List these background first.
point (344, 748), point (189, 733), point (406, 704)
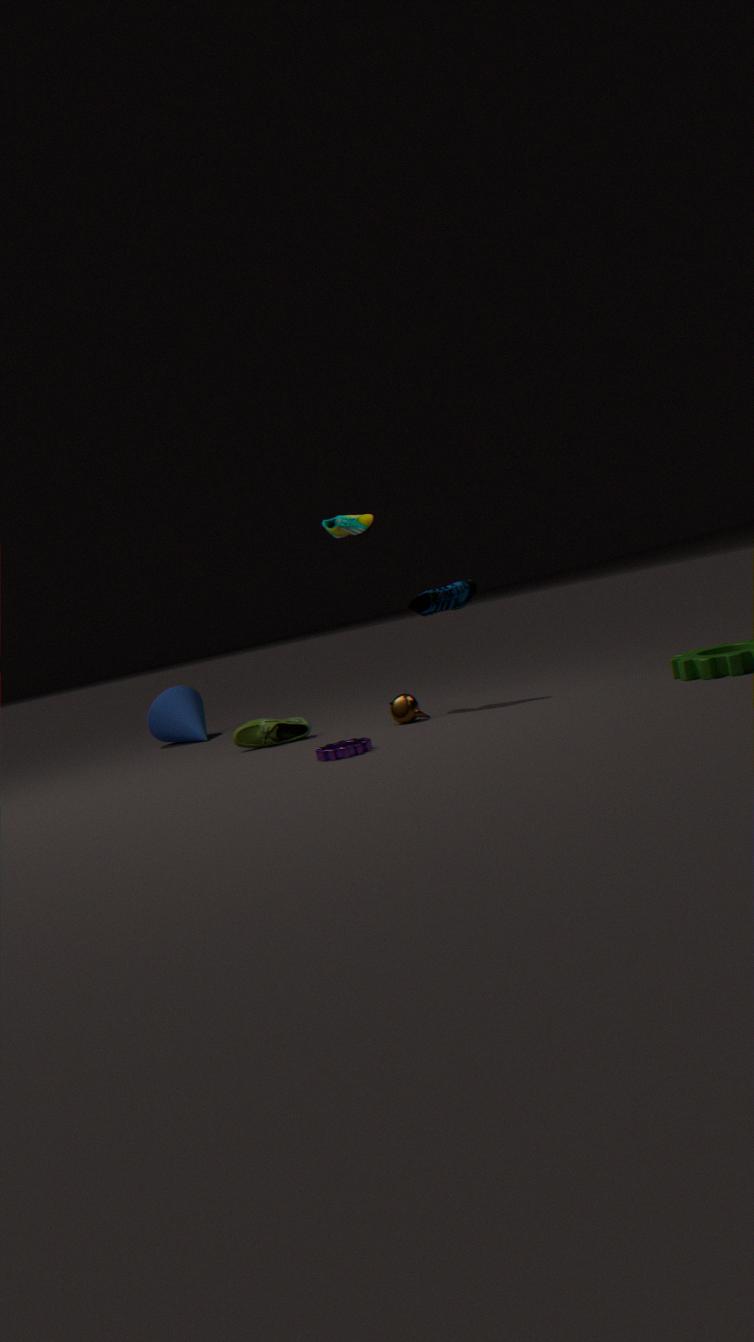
point (189, 733), point (406, 704), point (344, 748)
